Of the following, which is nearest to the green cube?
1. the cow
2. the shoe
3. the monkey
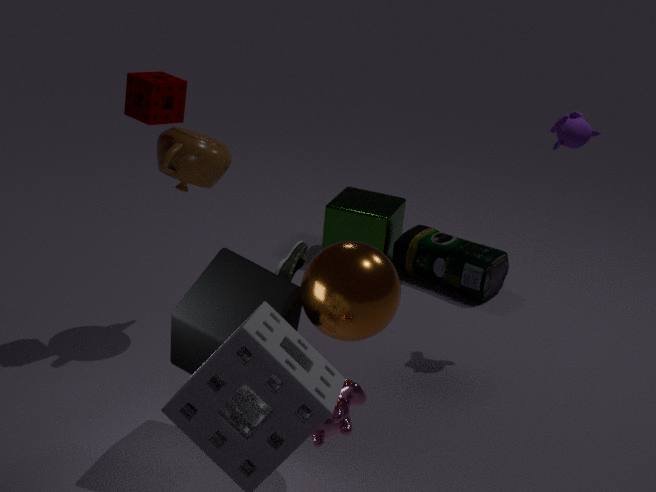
the shoe
